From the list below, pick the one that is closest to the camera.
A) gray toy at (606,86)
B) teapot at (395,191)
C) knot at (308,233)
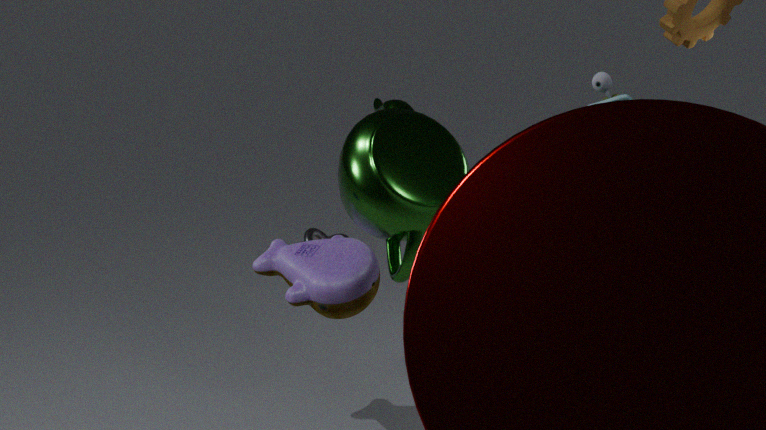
gray toy at (606,86)
